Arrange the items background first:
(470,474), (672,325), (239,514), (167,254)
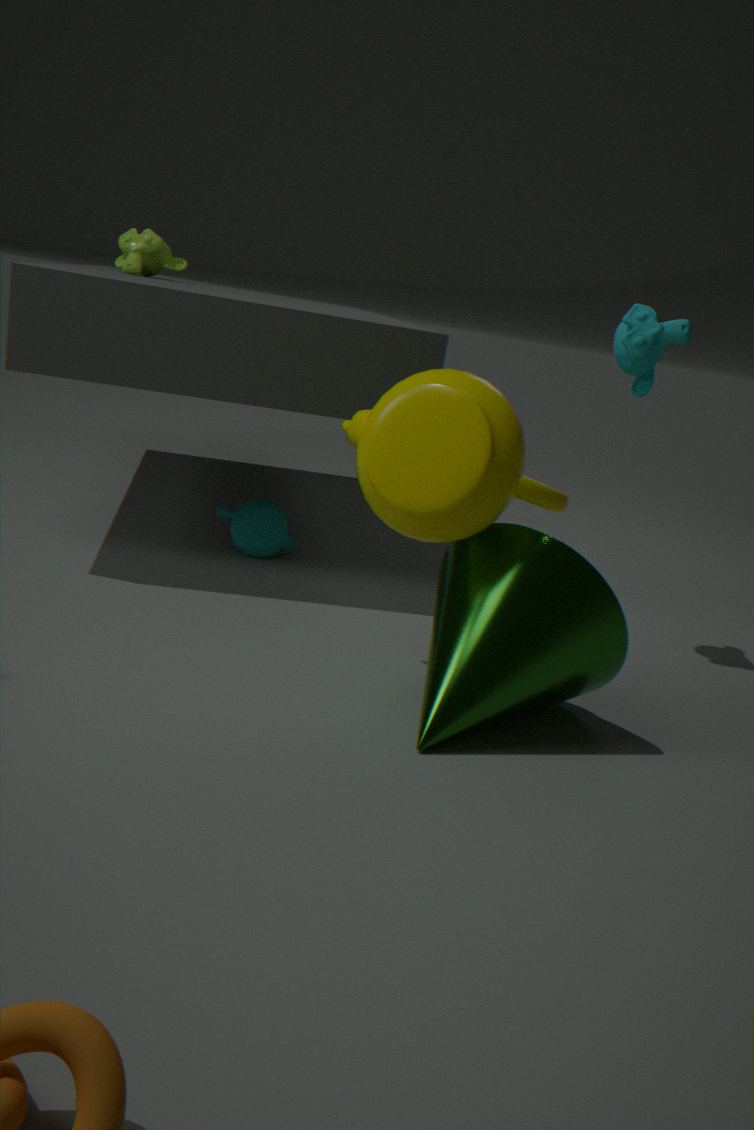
(167,254) < (239,514) < (672,325) < (470,474)
